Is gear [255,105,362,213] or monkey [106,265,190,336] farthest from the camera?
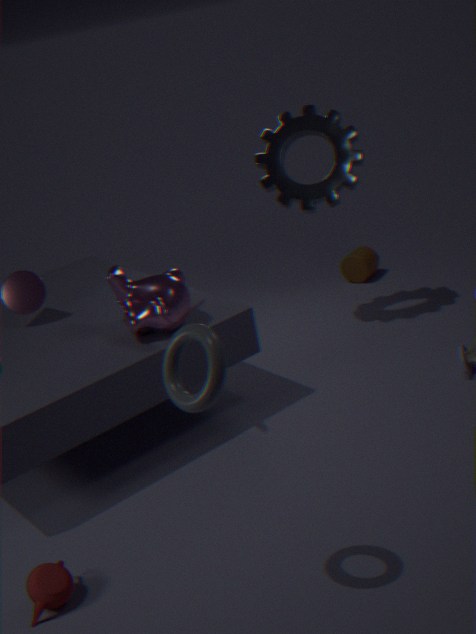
gear [255,105,362,213]
